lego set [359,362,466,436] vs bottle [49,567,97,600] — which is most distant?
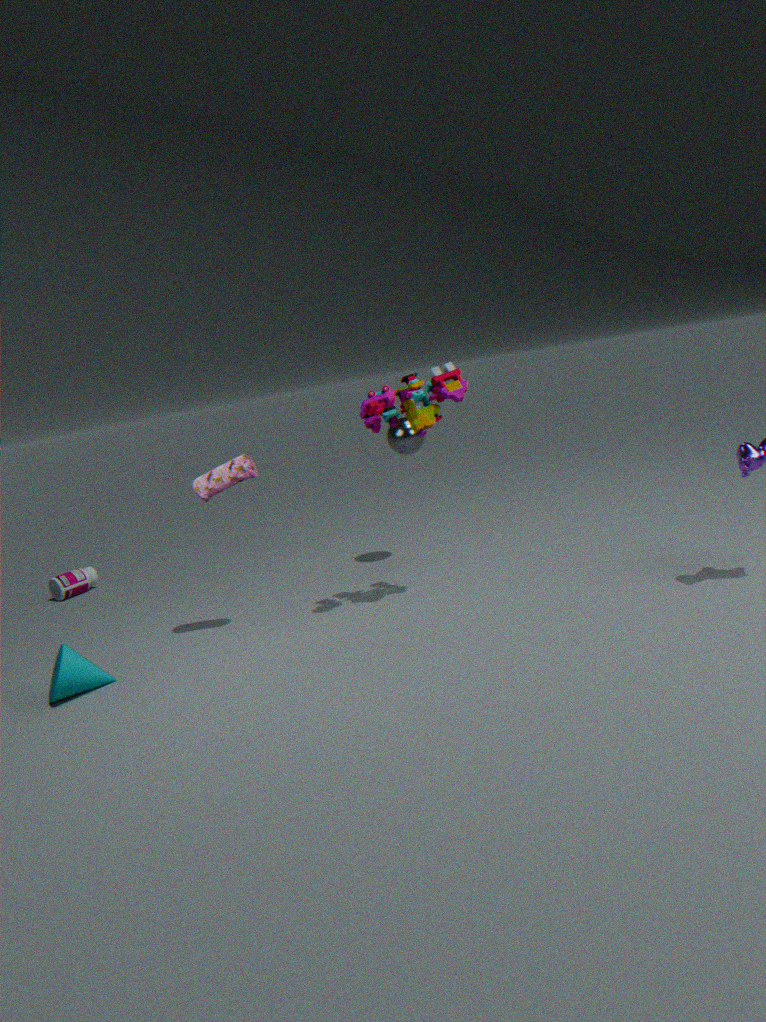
bottle [49,567,97,600]
